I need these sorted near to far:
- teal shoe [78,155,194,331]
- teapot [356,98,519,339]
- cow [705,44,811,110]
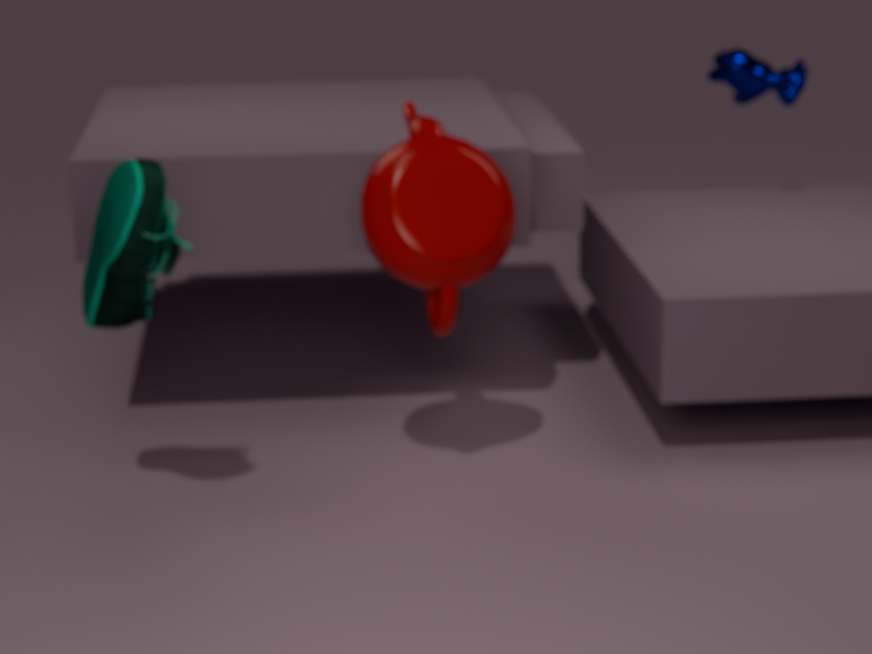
1. teal shoe [78,155,194,331]
2. teapot [356,98,519,339]
3. cow [705,44,811,110]
